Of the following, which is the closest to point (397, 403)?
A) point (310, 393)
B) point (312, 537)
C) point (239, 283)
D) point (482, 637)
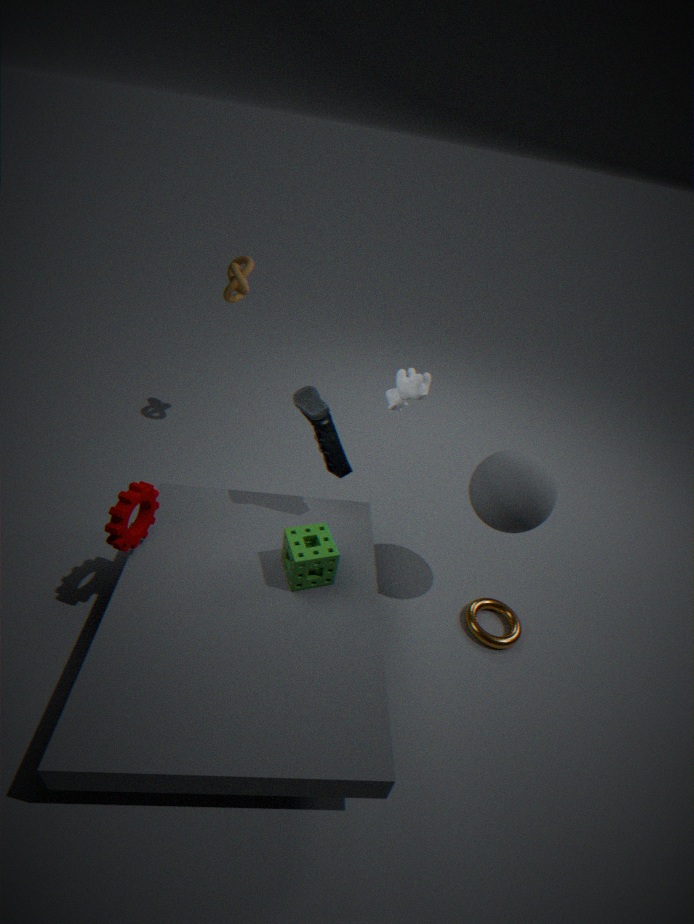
point (310, 393)
